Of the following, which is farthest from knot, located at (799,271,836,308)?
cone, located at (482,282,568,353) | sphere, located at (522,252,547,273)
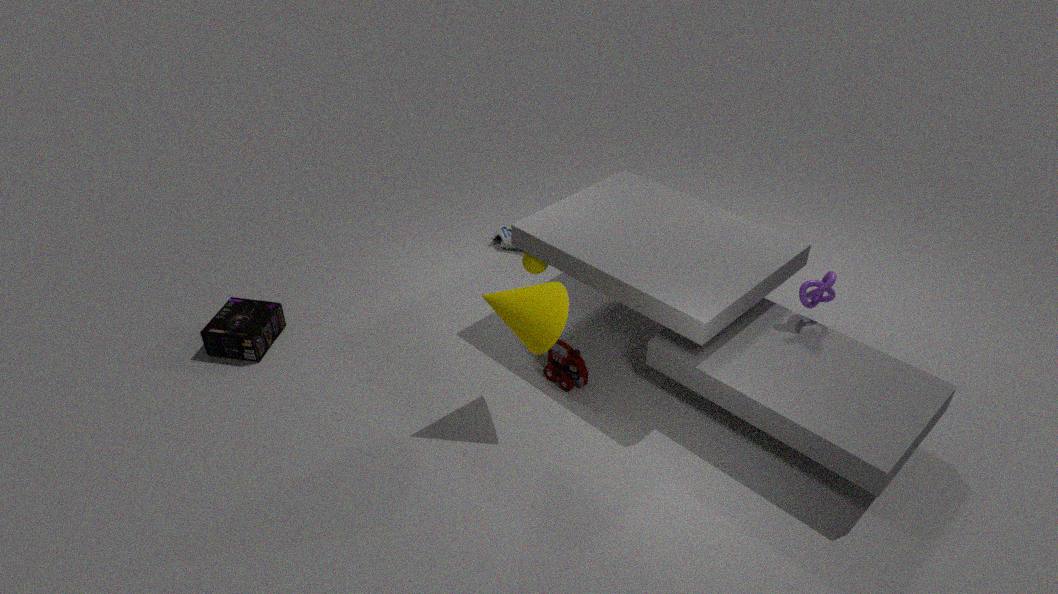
sphere, located at (522,252,547,273)
